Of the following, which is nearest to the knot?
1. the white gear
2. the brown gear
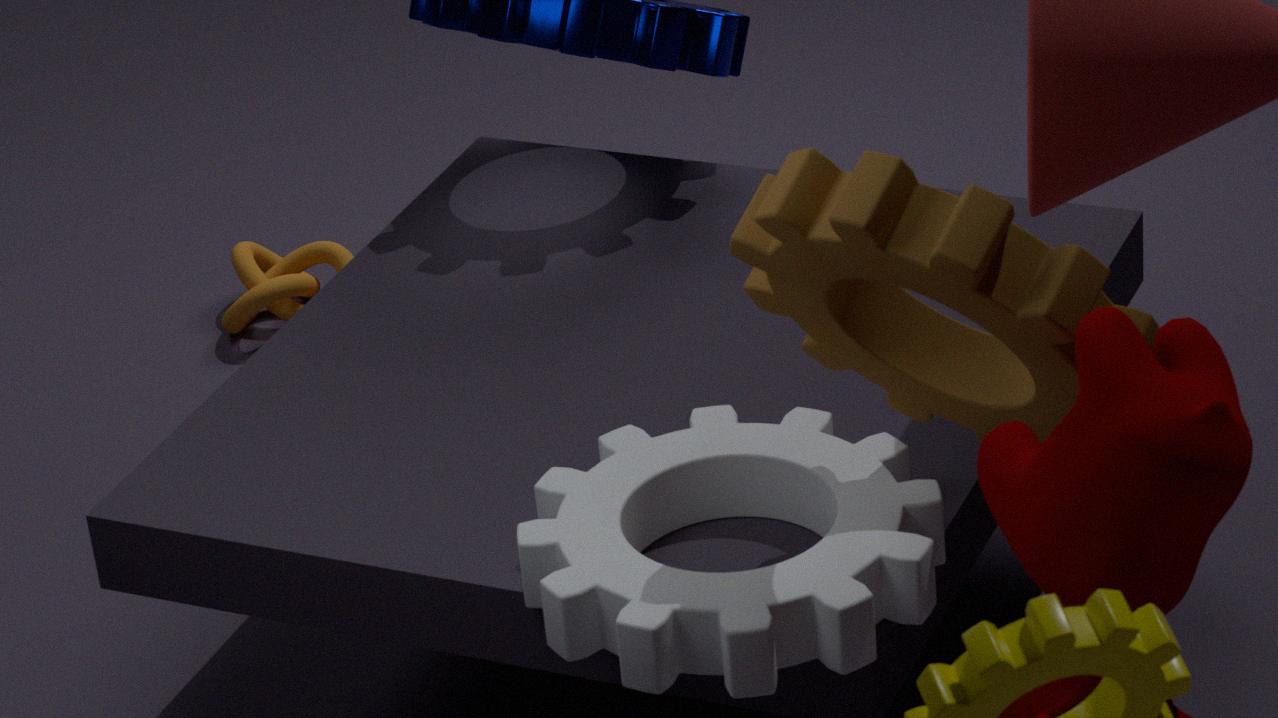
the white gear
